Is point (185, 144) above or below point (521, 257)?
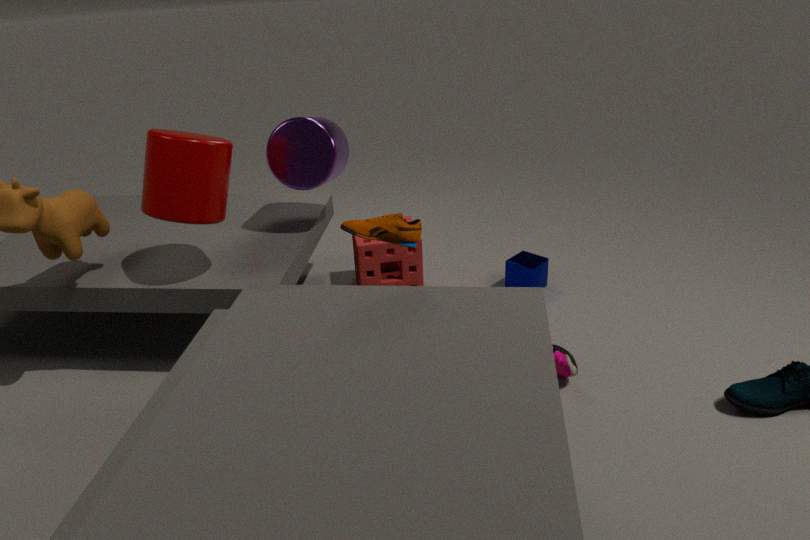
above
